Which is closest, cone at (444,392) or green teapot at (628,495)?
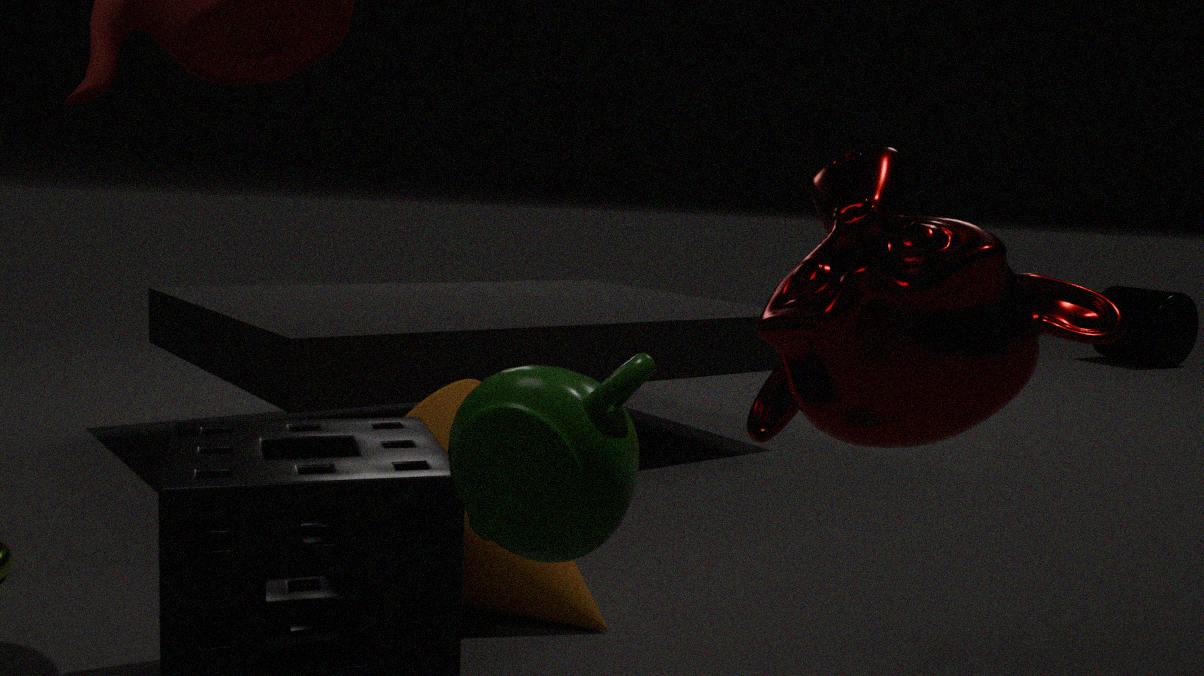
green teapot at (628,495)
